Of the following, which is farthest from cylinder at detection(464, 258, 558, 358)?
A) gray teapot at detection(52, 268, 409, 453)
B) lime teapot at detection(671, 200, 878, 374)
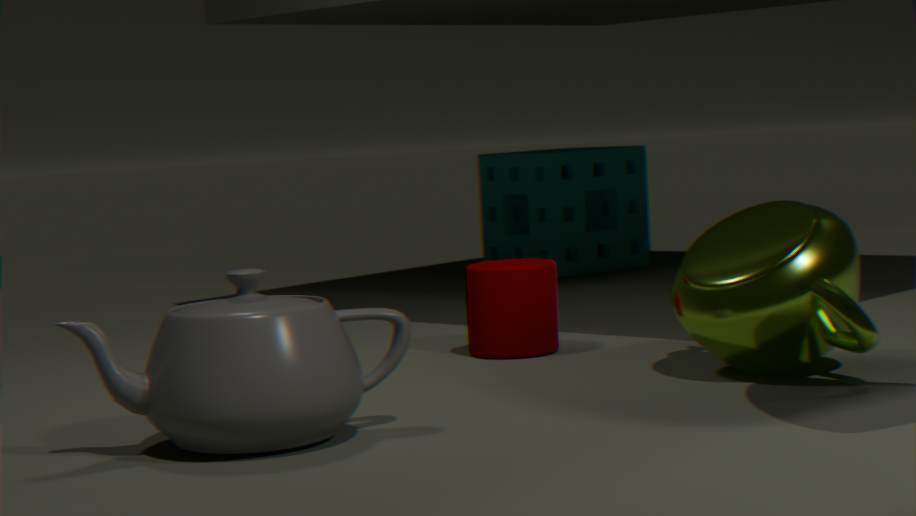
gray teapot at detection(52, 268, 409, 453)
